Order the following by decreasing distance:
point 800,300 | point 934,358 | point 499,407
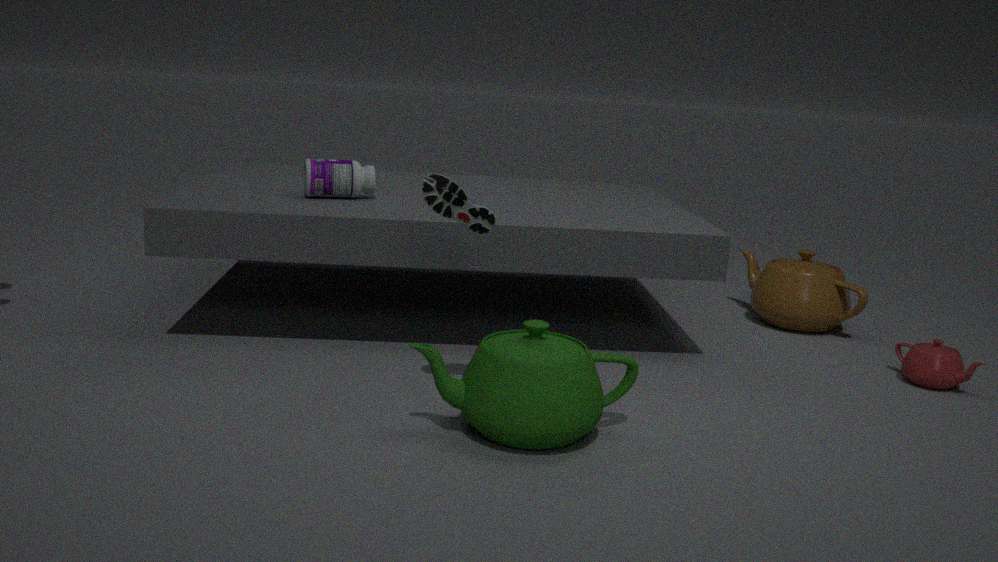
point 800,300 < point 934,358 < point 499,407
